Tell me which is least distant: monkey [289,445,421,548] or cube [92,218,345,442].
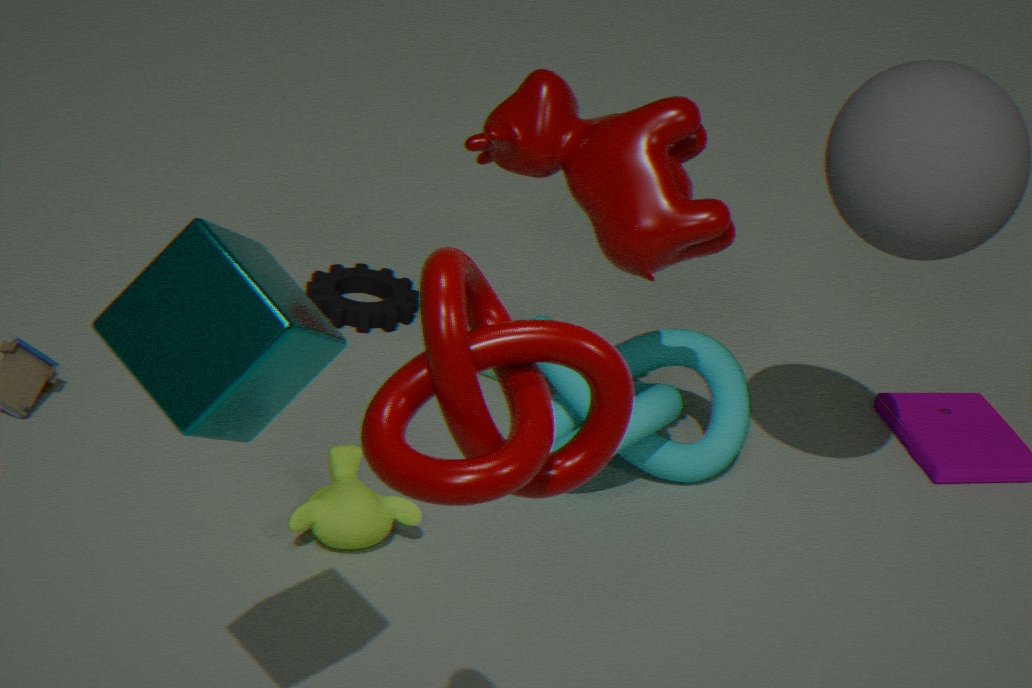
cube [92,218,345,442]
